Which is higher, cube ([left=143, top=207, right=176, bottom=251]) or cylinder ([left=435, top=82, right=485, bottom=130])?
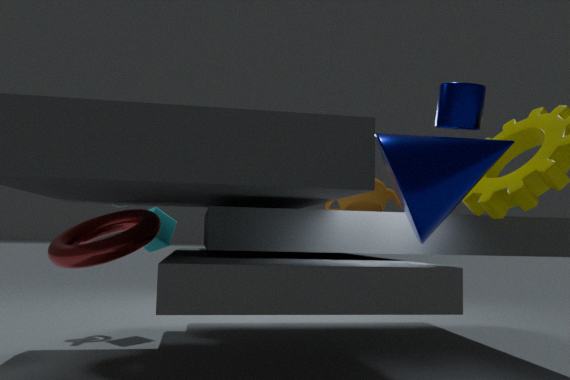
cylinder ([left=435, top=82, right=485, bottom=130])
